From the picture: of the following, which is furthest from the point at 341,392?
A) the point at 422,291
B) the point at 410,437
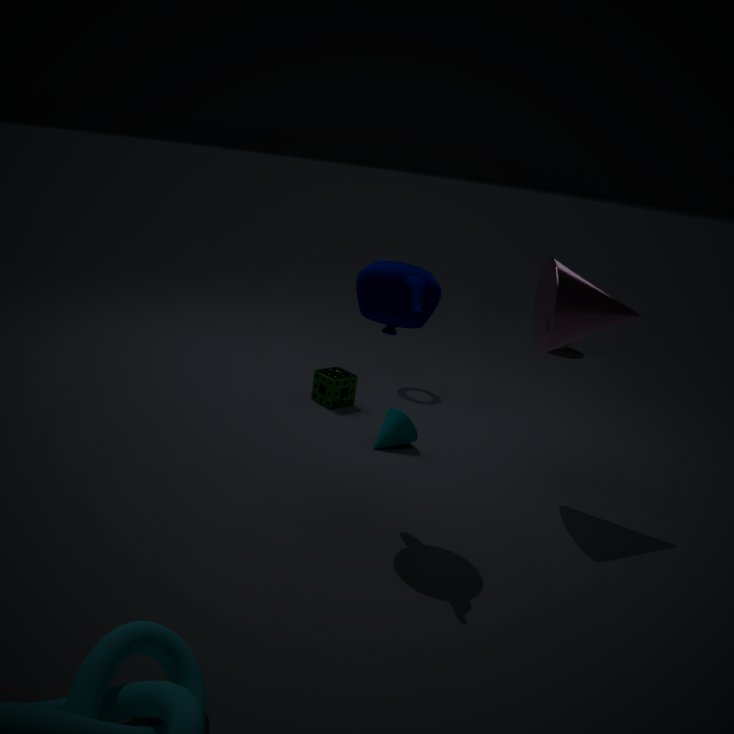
the point at 422,291
